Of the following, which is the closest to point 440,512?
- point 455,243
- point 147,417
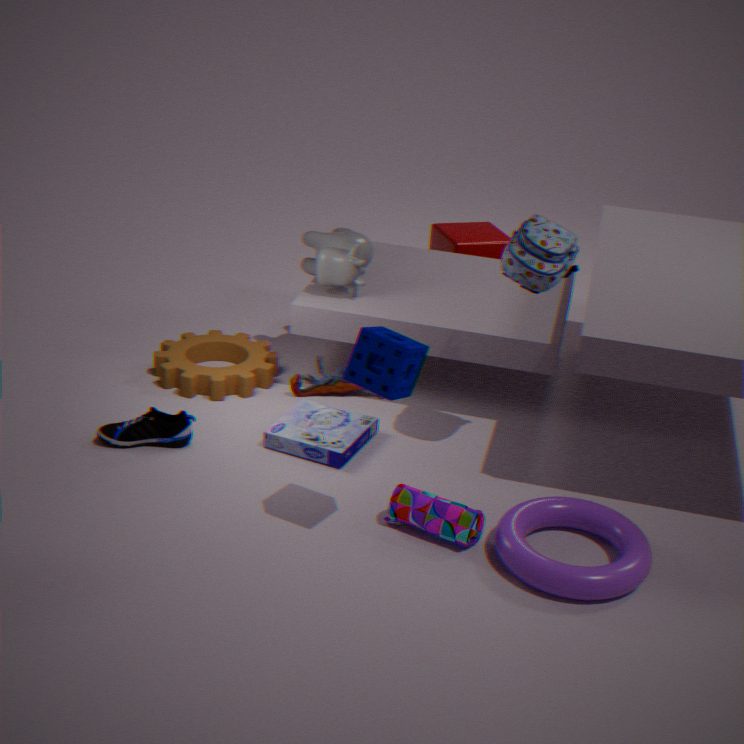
point 147,417
